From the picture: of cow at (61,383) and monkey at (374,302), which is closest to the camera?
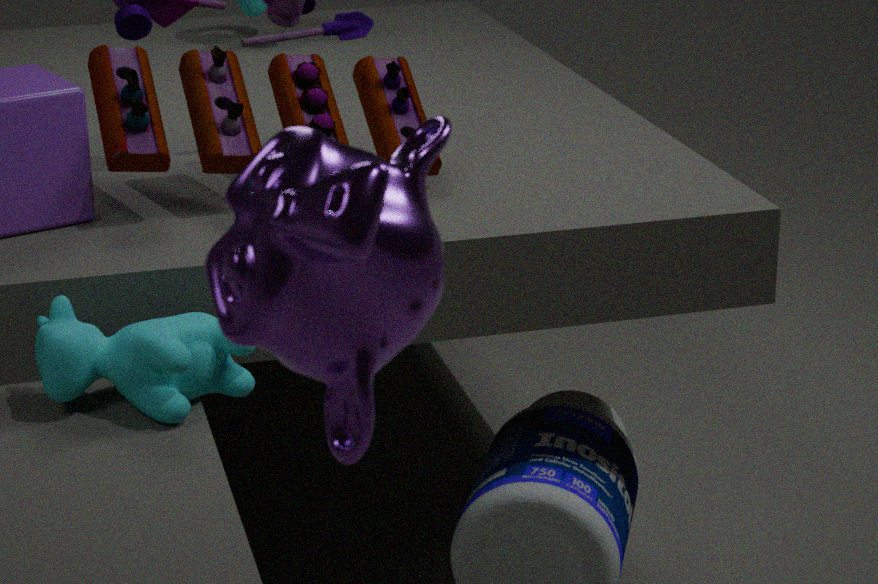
monkey at (374,302)
